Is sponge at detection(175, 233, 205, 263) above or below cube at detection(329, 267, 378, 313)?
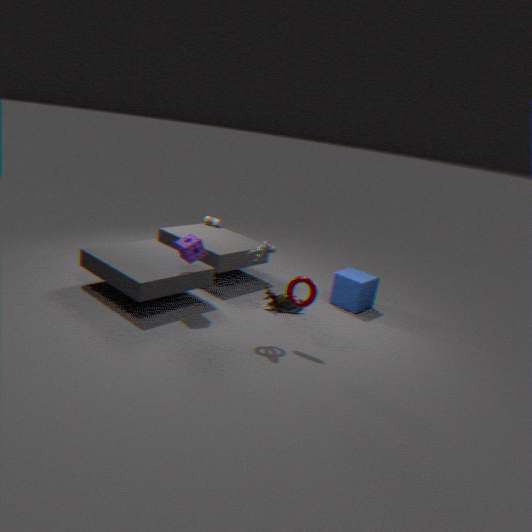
above
